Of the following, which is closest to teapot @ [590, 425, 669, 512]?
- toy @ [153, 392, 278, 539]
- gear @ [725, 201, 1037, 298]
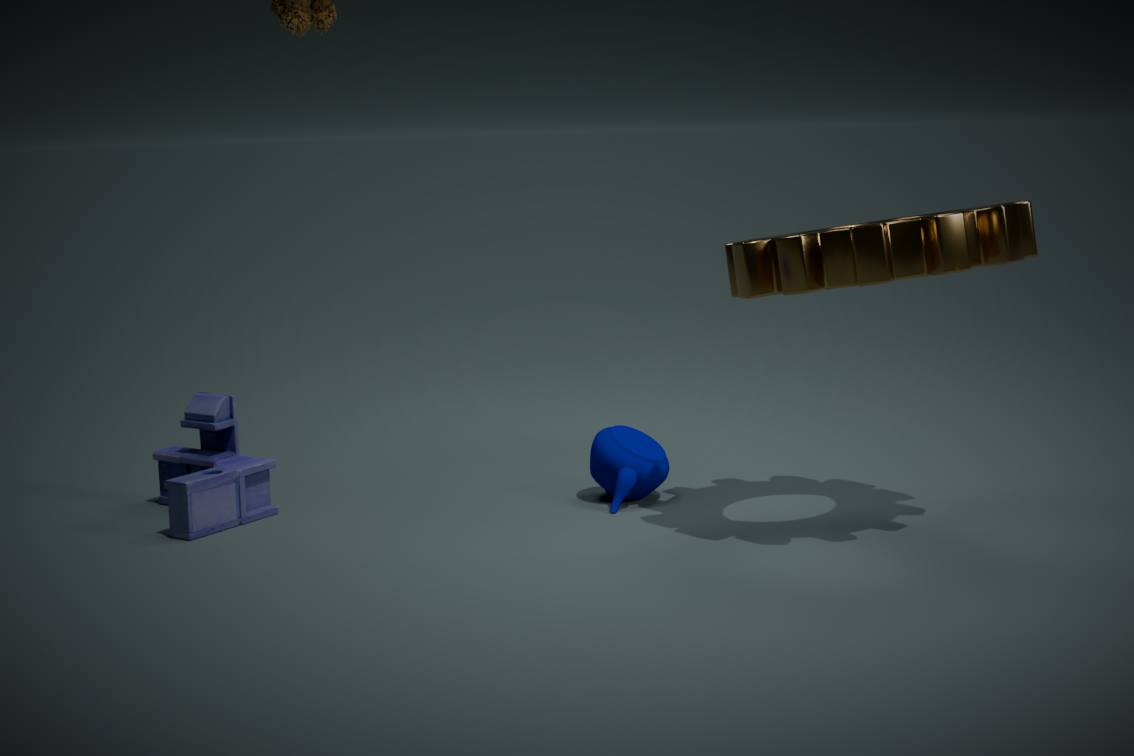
gear @ [725, 201, 1037, 298]
